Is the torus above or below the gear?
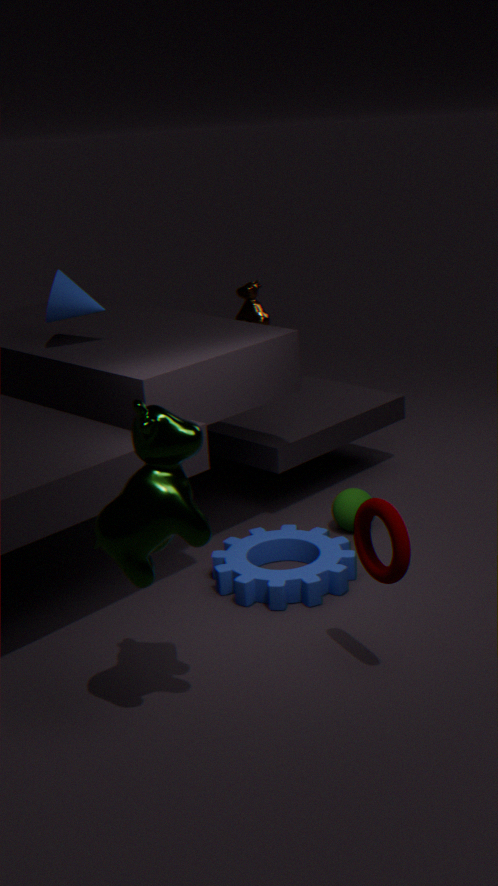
above
